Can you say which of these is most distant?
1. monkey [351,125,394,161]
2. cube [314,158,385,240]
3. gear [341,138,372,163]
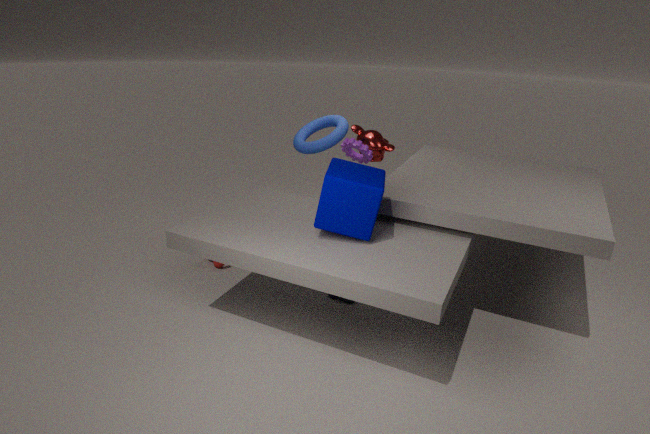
monkey [351,125,394,161]
